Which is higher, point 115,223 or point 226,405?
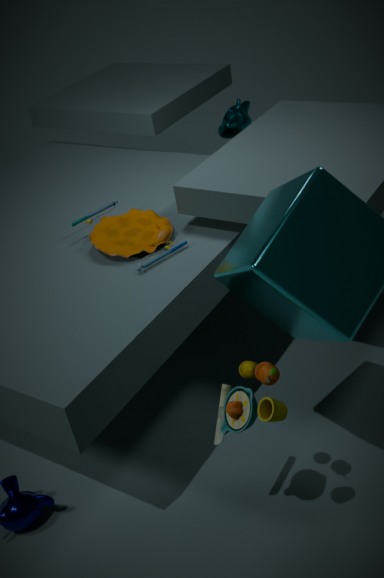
point 115,223
